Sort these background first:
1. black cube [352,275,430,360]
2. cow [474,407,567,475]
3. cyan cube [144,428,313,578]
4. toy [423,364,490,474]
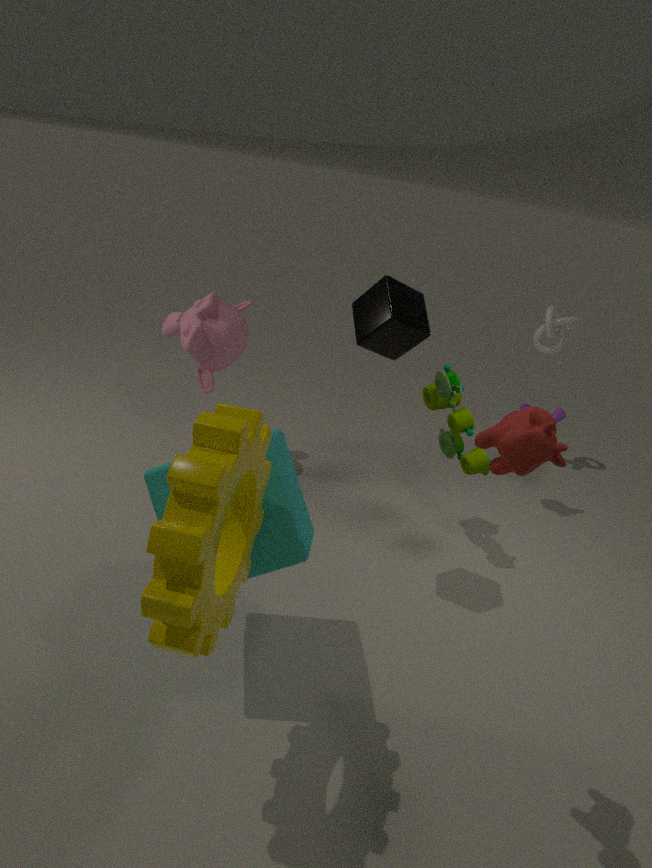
toy [423,364,490,474]
black cube [352,275,430,360]
cyan cube [144,428,313,578]
cow [474,407,567,475]
